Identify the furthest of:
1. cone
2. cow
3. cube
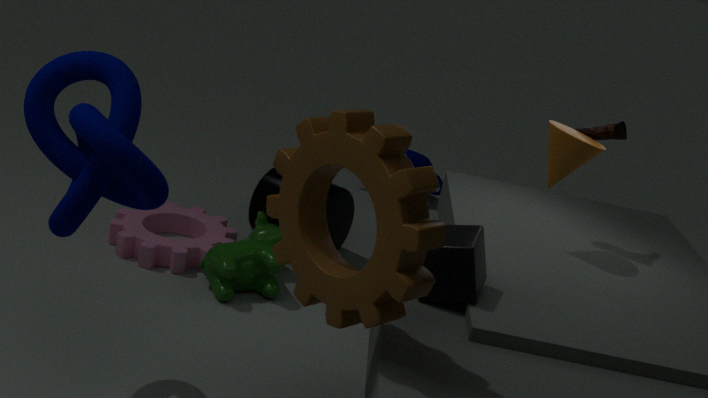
cow
